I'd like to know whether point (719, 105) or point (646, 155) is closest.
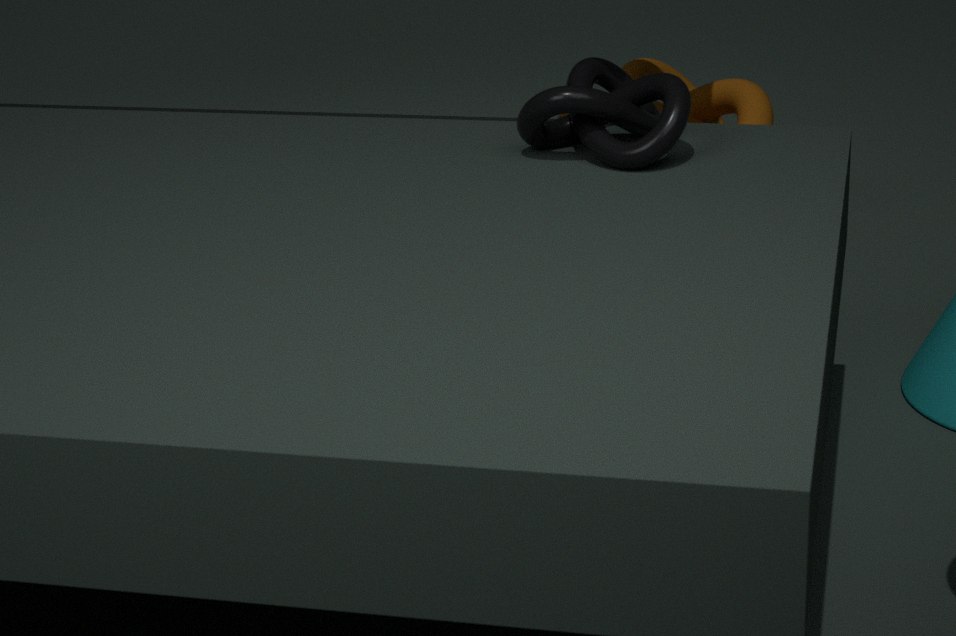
point (646, 155)
